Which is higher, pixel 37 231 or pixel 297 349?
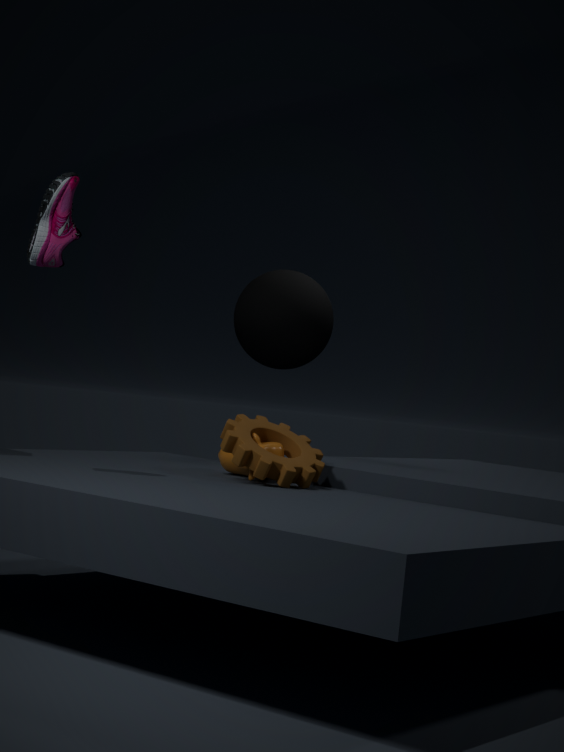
pixel 37 231
